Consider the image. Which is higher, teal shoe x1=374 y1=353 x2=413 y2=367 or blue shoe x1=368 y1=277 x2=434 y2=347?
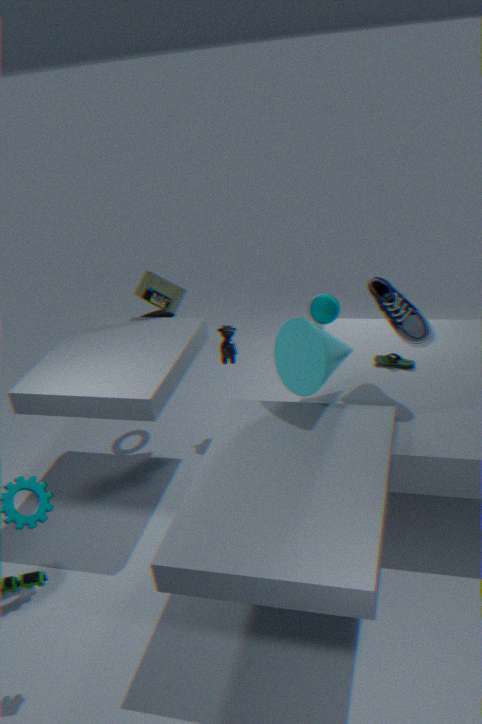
blue shoe x1=368 y1=277 x2=434 y2=347
